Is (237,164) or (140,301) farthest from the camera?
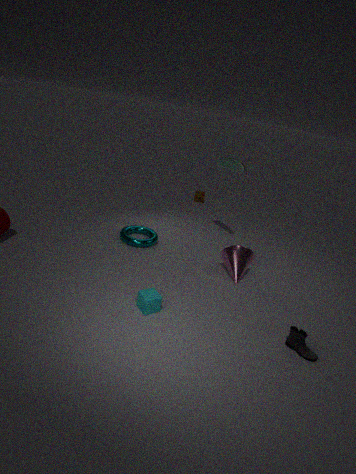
(237,164)
